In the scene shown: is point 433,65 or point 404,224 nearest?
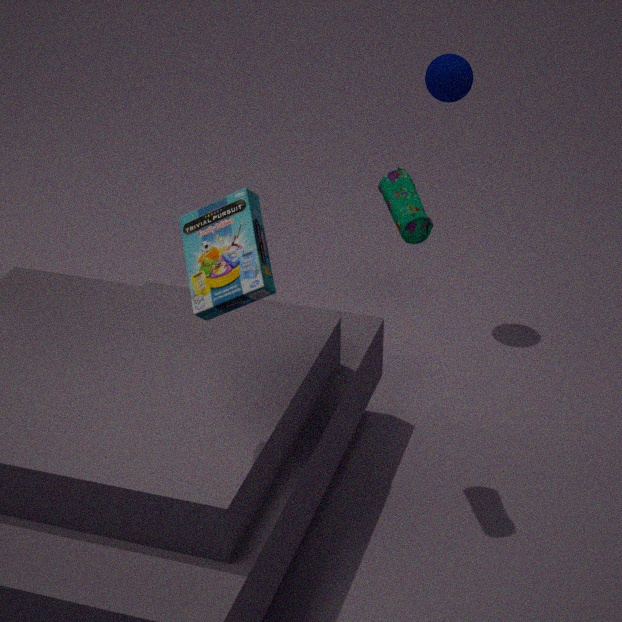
point 404,224
